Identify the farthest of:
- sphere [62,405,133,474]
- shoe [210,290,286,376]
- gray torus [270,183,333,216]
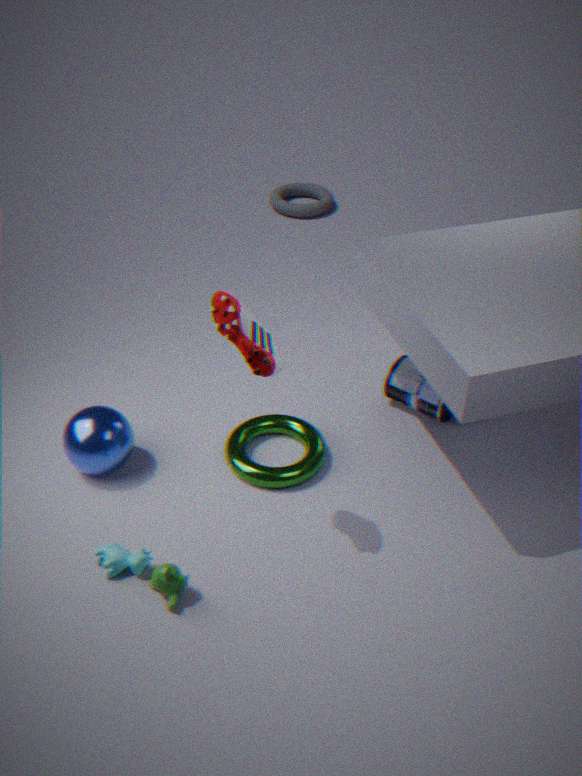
gray torus [270,183,333,216]
